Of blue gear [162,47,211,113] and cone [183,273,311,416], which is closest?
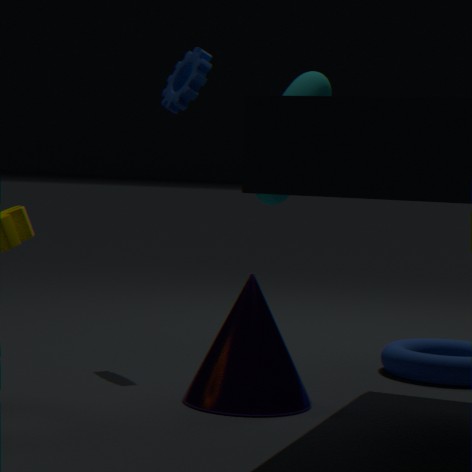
cone [183,273,311,416]
